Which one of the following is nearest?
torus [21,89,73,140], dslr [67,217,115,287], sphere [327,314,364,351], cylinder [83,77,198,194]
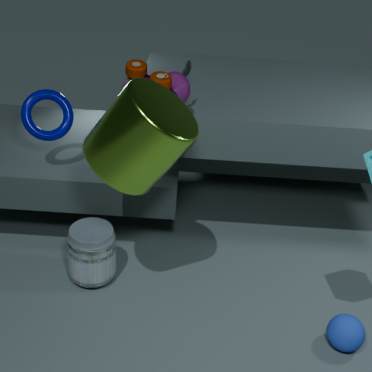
cylinder [83,77,198,194]
